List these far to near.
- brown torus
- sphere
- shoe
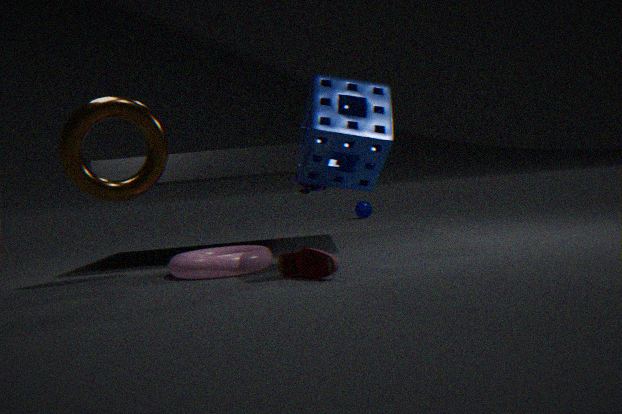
sphere, brown torus, shoe
